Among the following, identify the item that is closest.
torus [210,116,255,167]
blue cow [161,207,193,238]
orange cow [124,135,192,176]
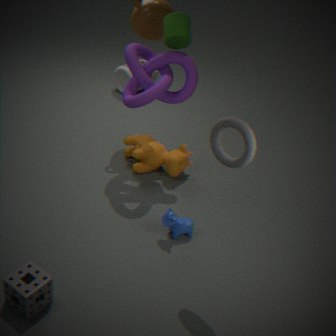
torus [210,116,255,167]
